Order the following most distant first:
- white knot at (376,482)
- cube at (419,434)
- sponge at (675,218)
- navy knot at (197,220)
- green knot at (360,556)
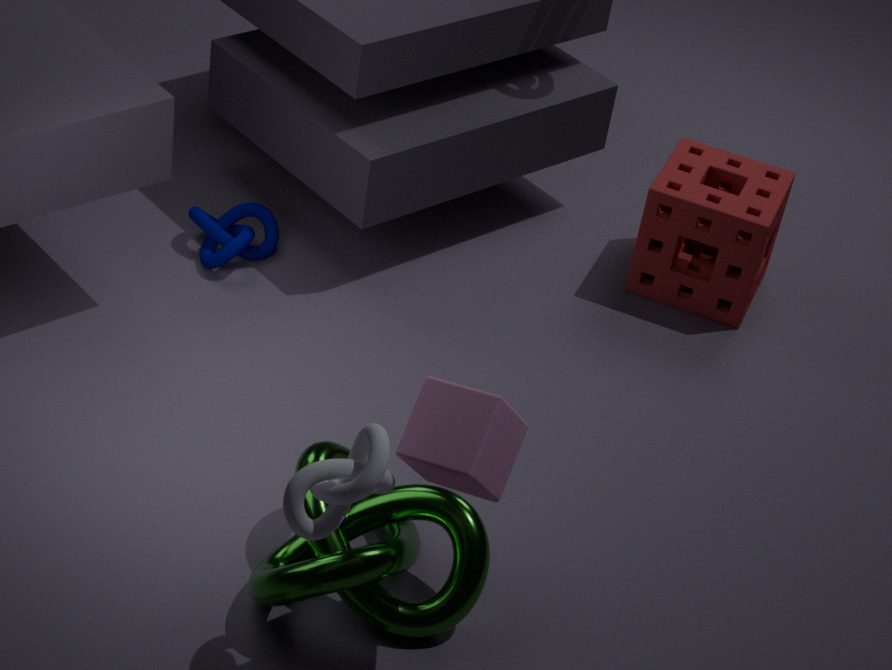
sponge at (675,218) → navy knot at (197,220) → green knot at (360,556) → cube at (419,434) → white knot at (376,482)
